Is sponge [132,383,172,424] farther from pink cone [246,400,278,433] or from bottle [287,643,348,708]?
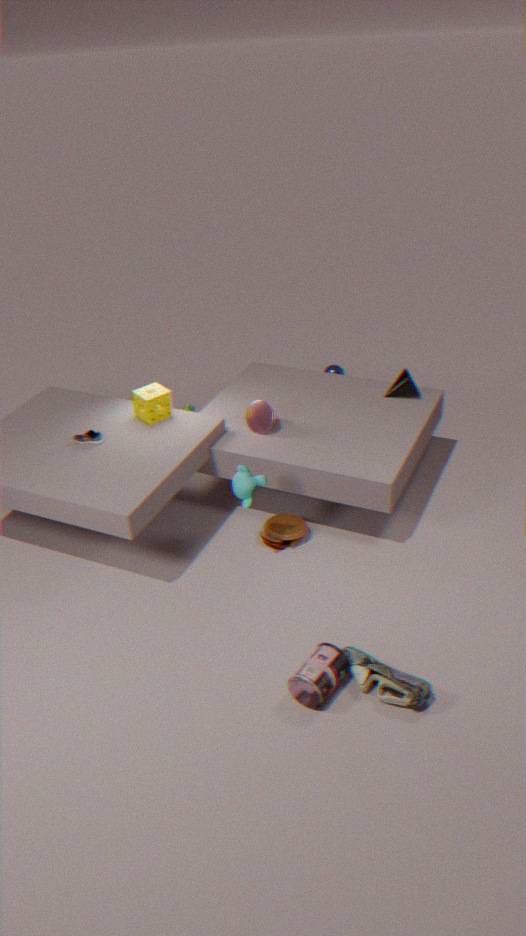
bottle [287,643,348,708]
